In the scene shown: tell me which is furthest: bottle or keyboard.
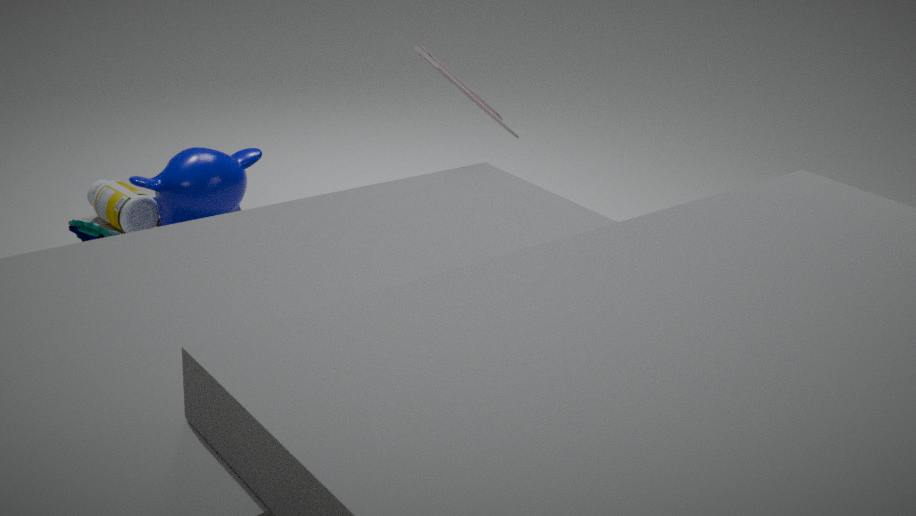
bottle
